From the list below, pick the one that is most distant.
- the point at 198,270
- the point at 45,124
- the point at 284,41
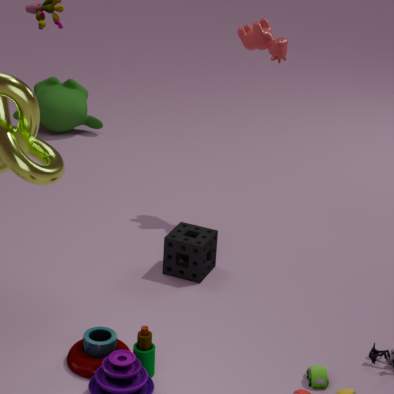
the point at 45,124
